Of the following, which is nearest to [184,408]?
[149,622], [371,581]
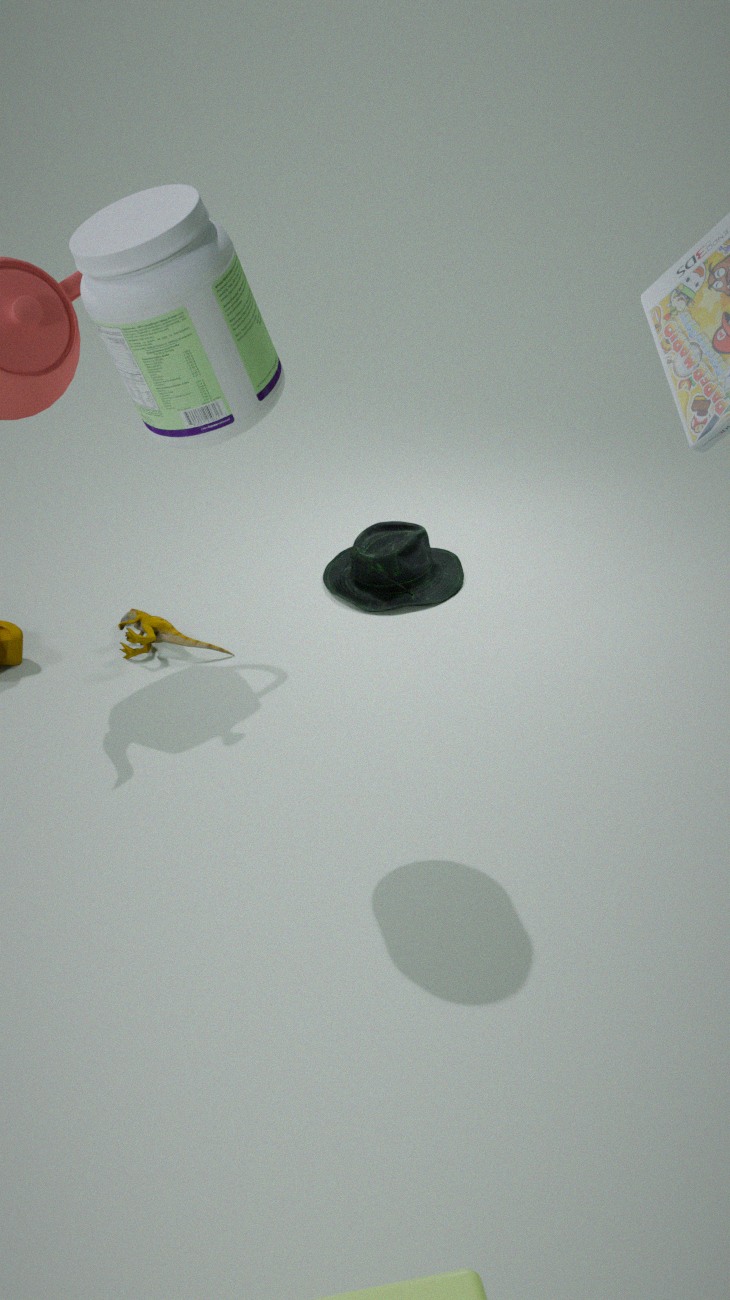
[149,622]
